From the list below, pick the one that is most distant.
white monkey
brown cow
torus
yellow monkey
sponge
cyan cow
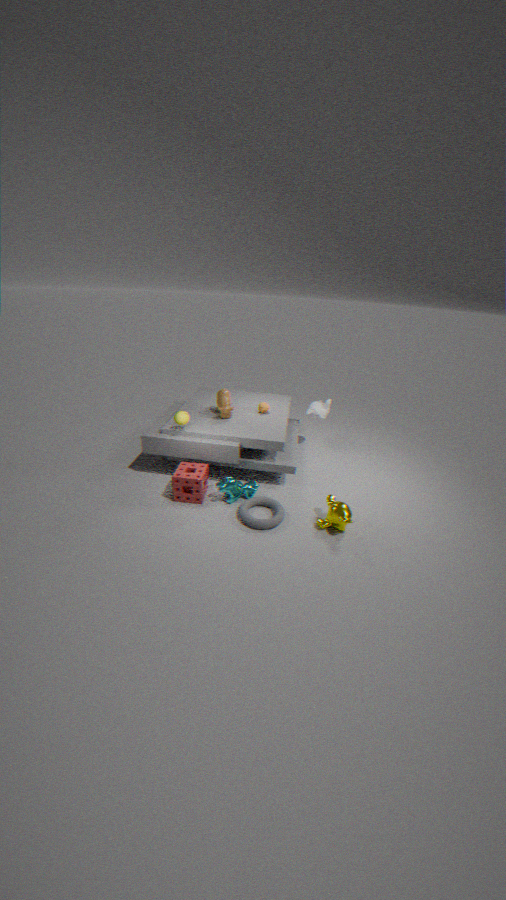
white monkey
